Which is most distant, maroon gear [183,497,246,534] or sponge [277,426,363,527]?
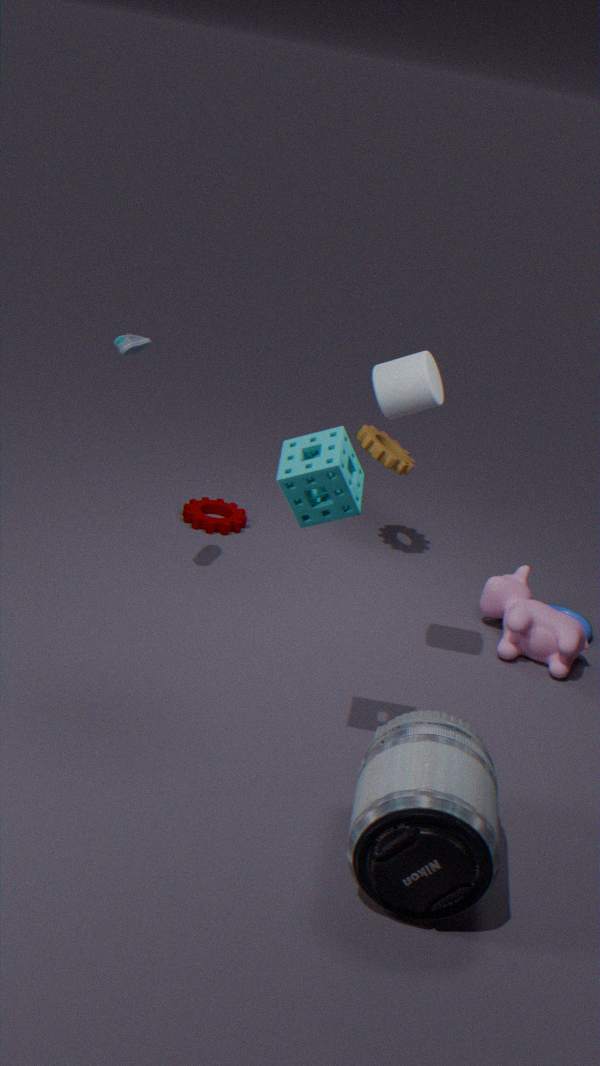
maroon gear [183,497,246,534]
